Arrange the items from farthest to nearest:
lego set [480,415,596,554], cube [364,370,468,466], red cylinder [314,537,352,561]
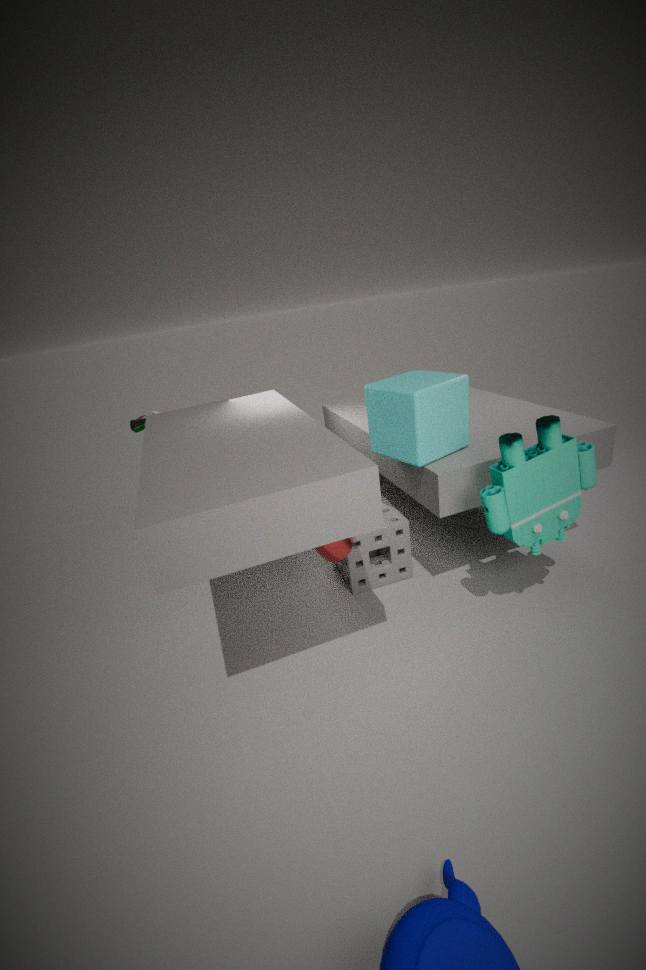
red cylinder [314,537,352,561]
cube [364,370,468,466]
lego set [480,415,596,554]
